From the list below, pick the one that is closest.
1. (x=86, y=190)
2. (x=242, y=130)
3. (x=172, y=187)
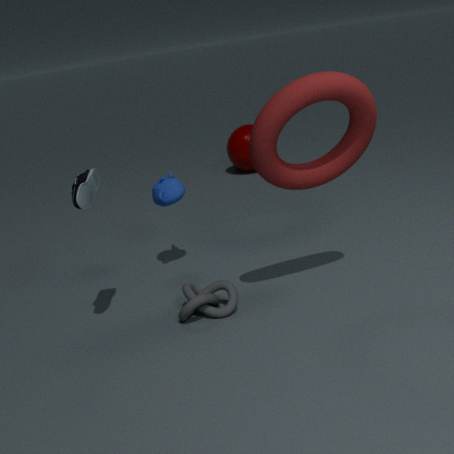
(x=86, y=190)
